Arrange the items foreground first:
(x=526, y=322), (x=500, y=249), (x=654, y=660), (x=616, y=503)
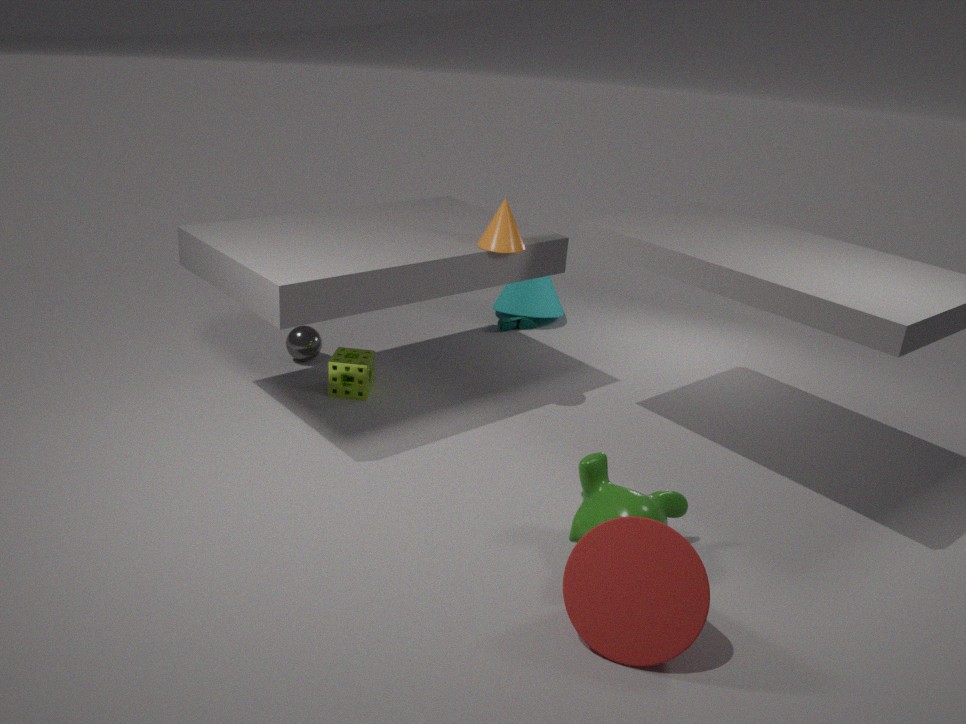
(x=654, y=660) < (x=616, y=503) < (x=500, y=249) < (x=526, y=322)
